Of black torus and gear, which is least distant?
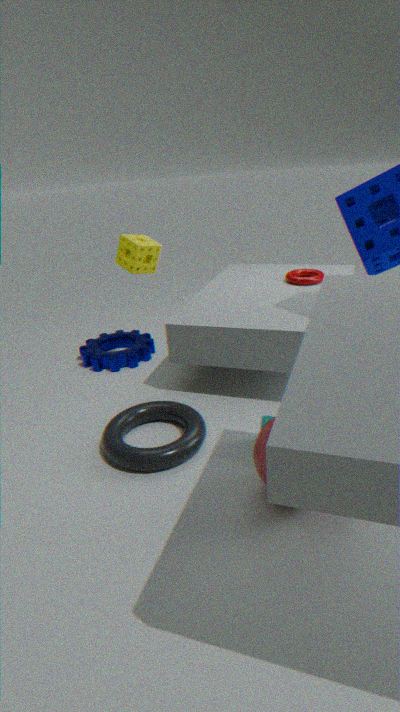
black torus
